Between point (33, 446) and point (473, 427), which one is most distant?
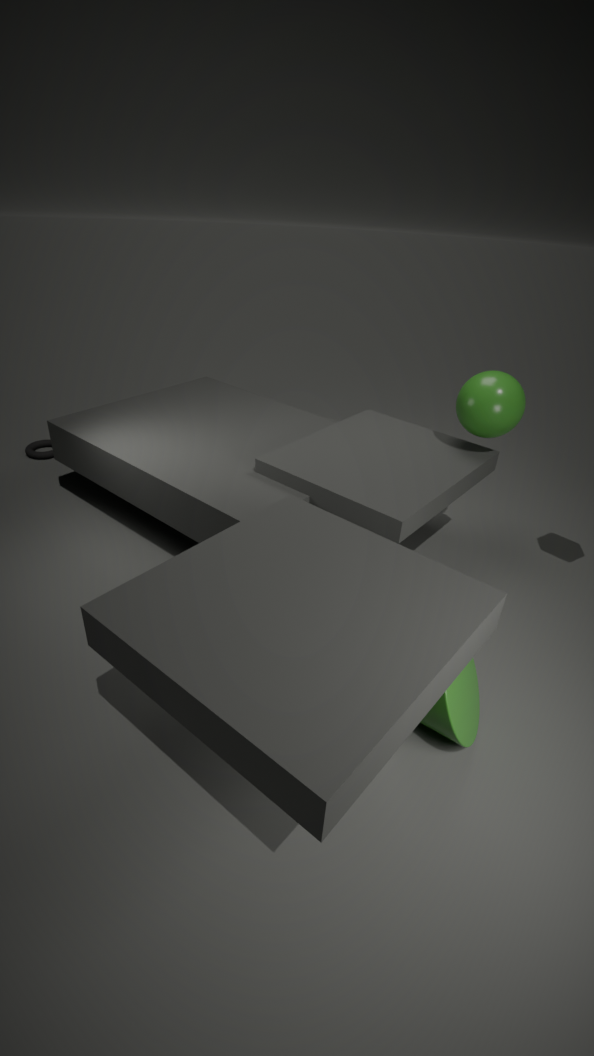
point (33, 446)
